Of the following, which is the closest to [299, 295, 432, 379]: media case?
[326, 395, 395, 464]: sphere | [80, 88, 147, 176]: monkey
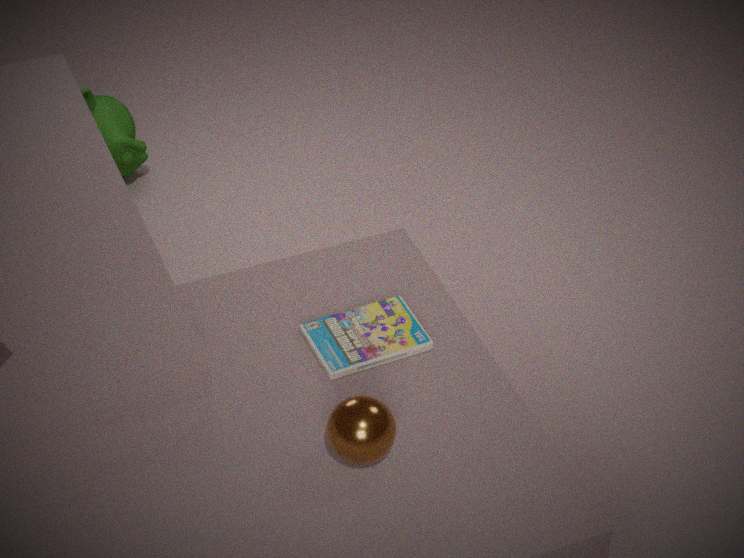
[326, 395, 395, 464]: sphere
